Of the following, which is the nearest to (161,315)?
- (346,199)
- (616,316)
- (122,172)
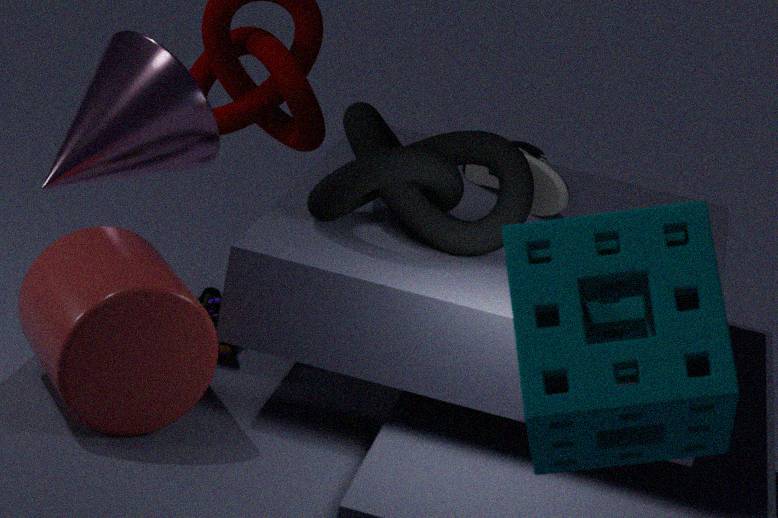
A: (346,199)
